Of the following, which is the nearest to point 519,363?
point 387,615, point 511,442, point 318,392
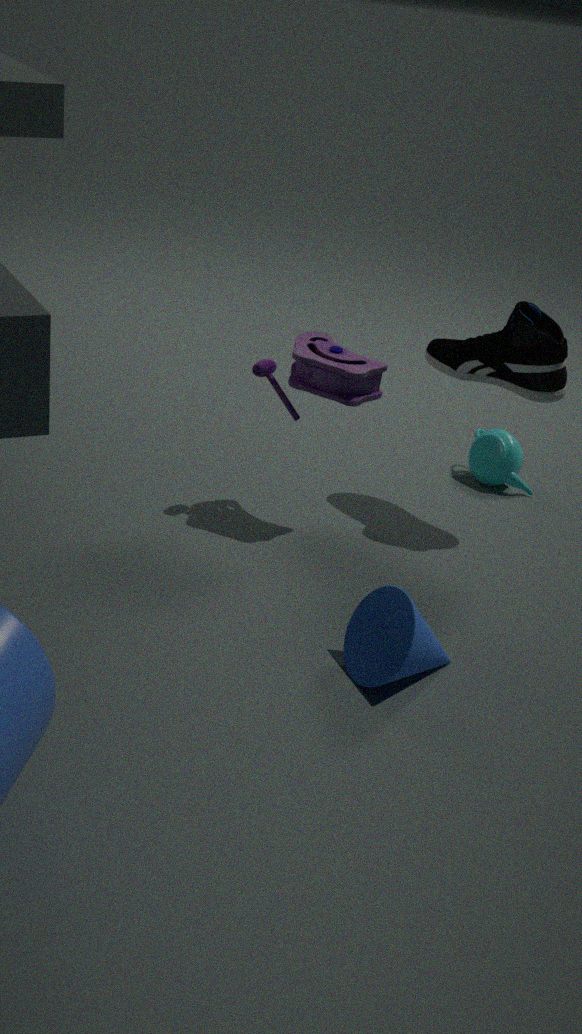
point 318,392
